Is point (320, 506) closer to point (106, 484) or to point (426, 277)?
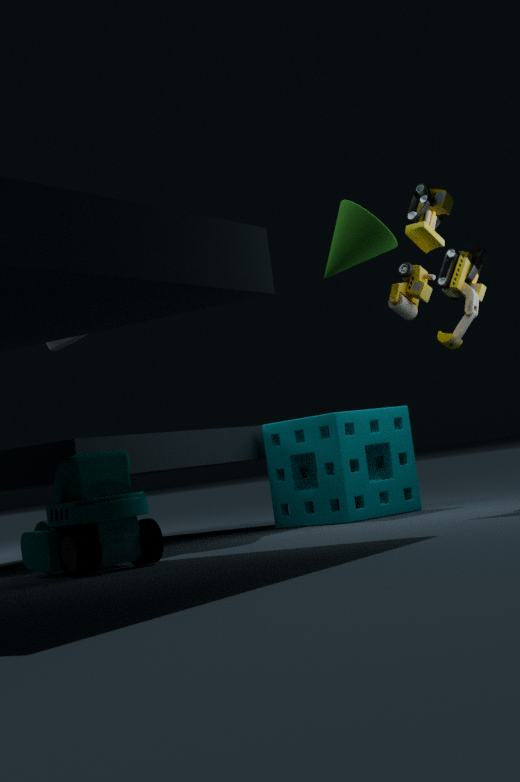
point (426, 277)
